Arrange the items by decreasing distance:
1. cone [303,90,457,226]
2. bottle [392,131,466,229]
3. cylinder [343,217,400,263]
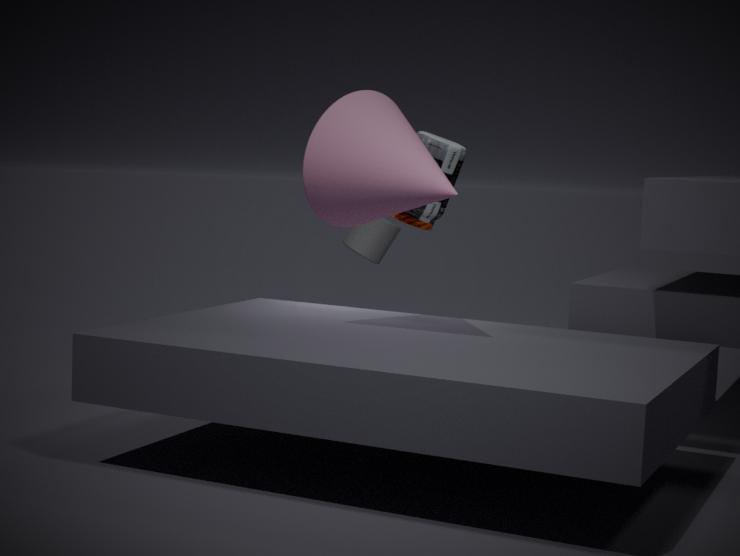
cylinder [343,217,400,263]
bottle [392,131,466,229]
cone [303,90,457,226]
